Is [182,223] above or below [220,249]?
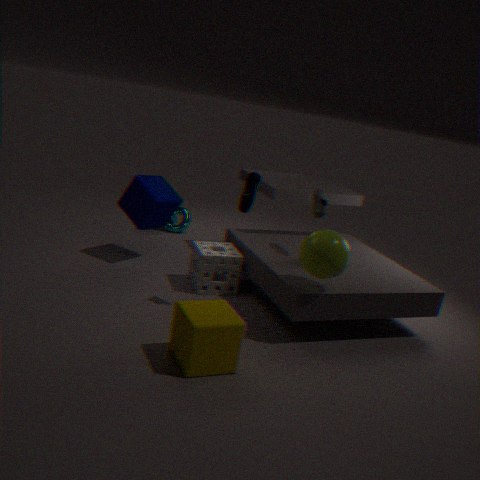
below
